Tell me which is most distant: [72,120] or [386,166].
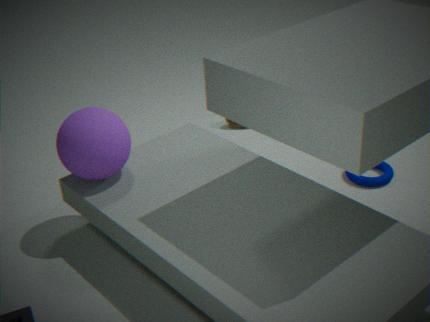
[386,166]
